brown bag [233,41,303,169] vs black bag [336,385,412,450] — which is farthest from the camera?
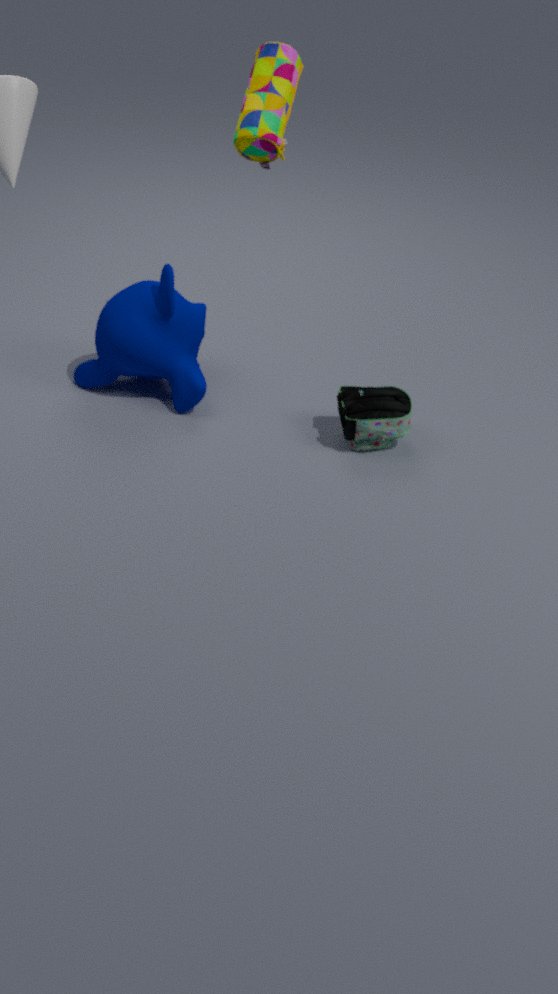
black bag [336,385,412,450]
